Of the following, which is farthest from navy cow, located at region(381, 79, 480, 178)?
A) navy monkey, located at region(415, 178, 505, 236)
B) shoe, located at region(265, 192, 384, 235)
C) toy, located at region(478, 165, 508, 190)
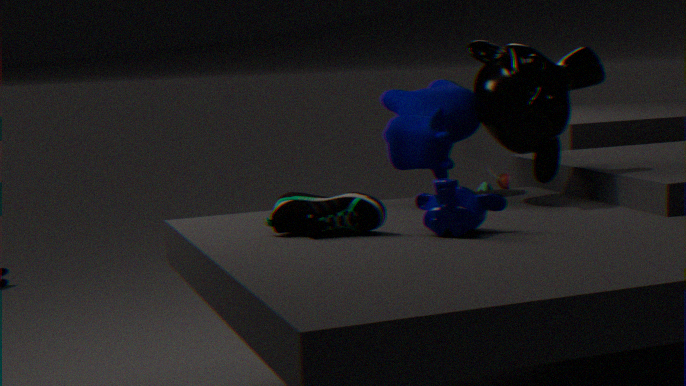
shoe, located at region(265, 192, 384, 235)
